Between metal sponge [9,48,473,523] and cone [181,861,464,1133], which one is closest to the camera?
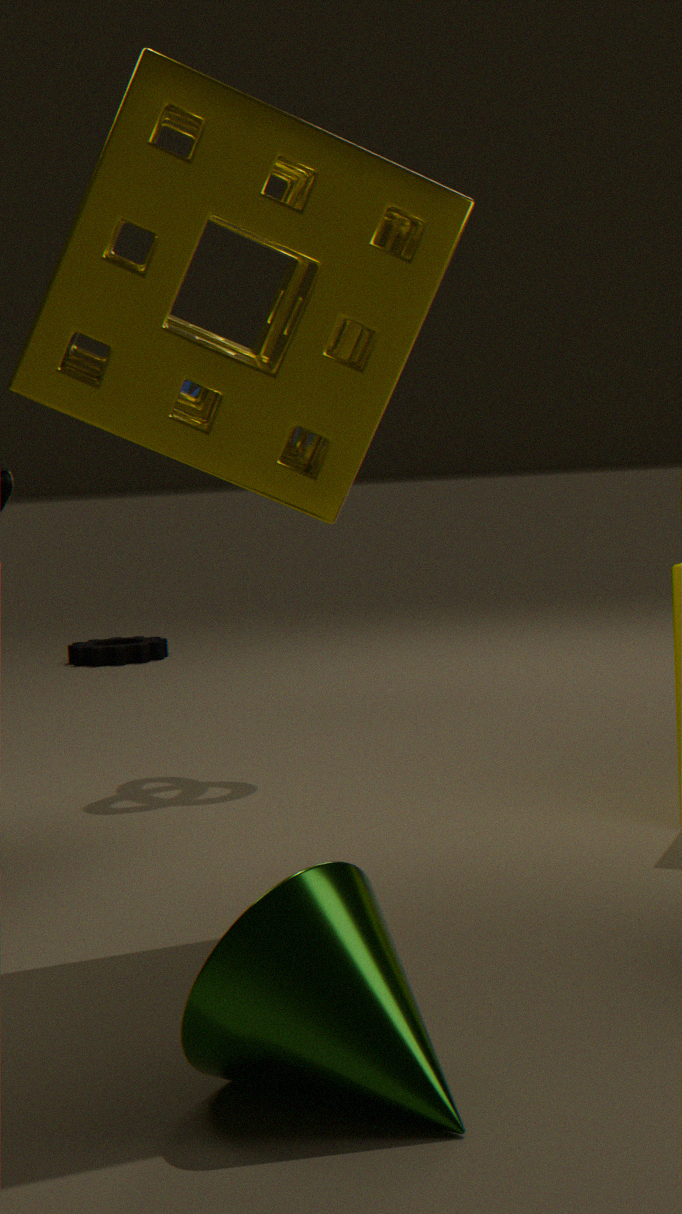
cone [181,861,464,1133]
